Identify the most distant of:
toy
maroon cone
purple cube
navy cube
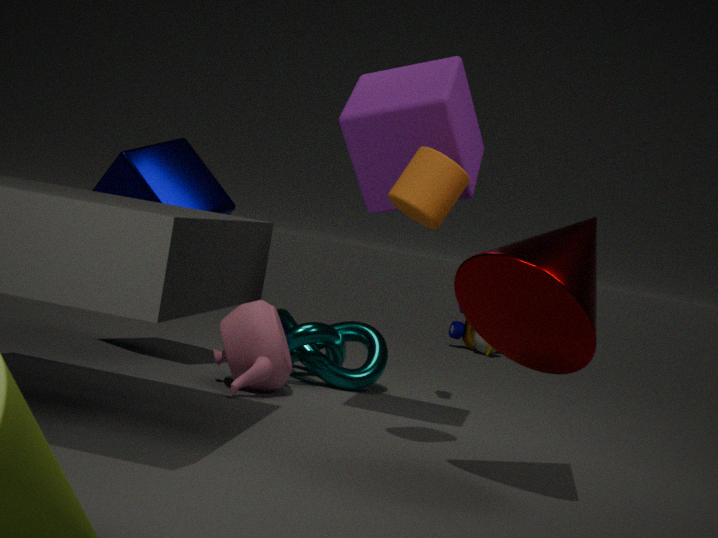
toy
